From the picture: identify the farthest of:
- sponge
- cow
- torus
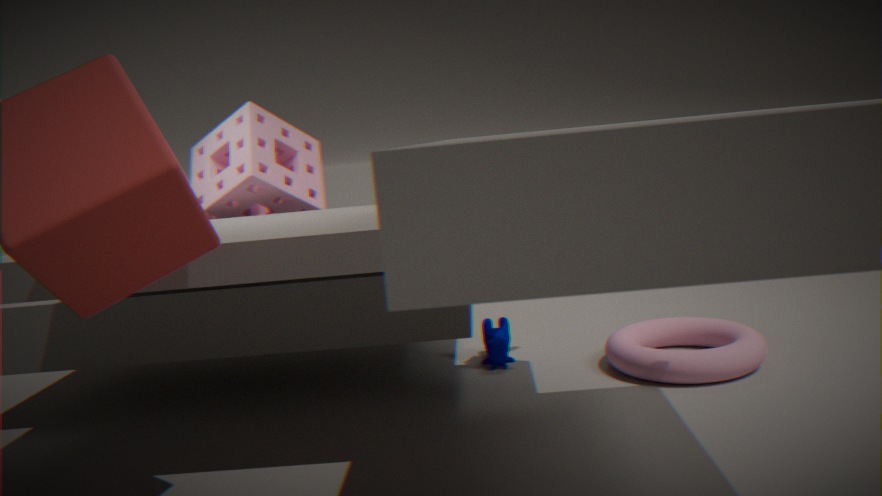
cow
